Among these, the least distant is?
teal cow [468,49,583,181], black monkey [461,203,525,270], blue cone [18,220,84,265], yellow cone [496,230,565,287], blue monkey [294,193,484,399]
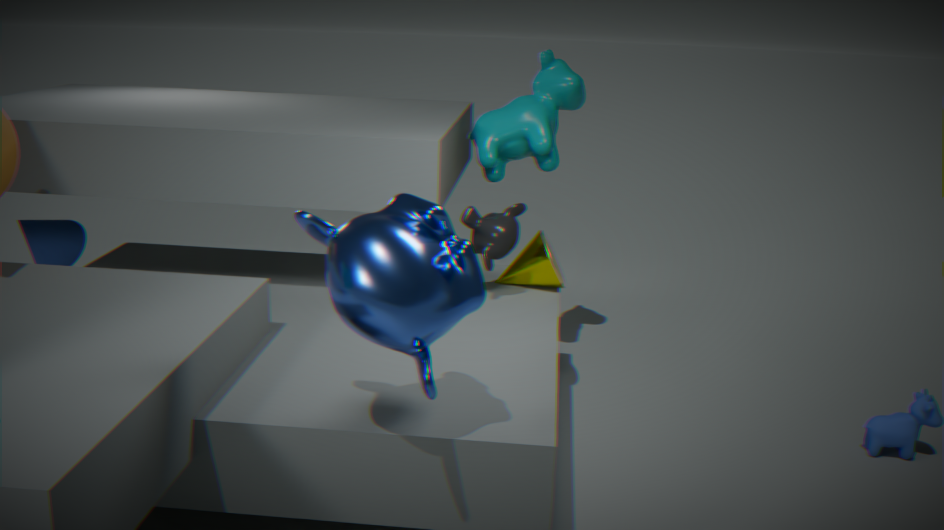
blue monkey [294,193,484,399]
